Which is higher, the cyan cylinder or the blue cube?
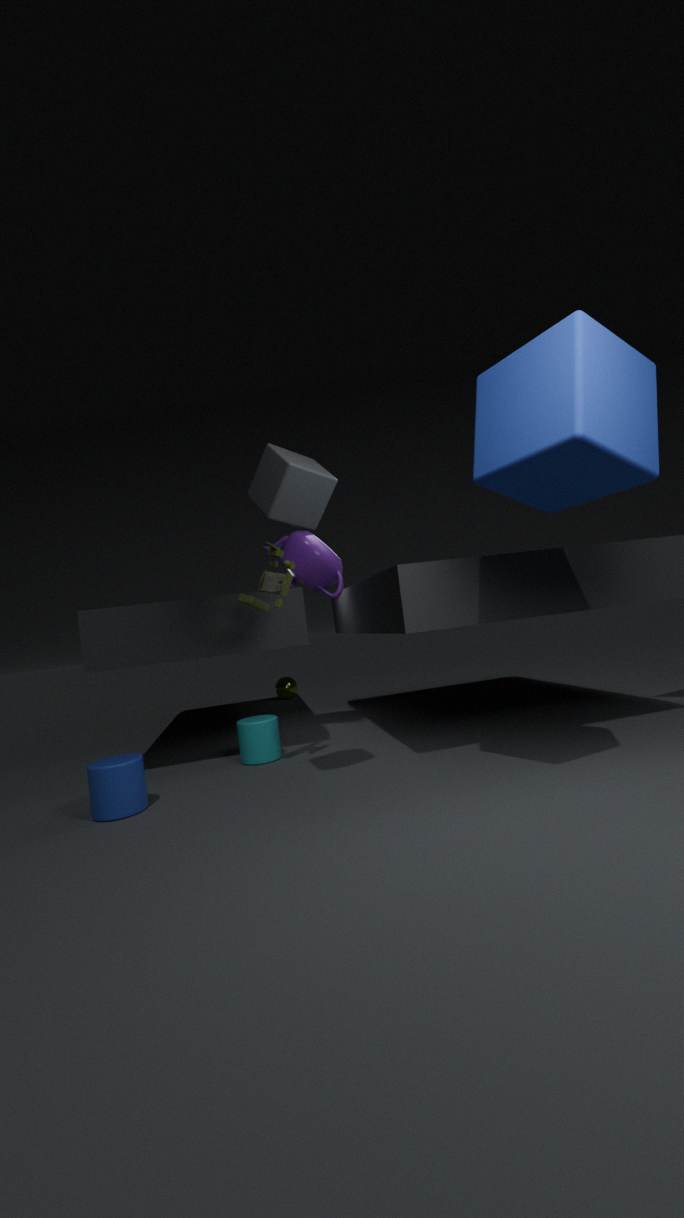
the blue cube
